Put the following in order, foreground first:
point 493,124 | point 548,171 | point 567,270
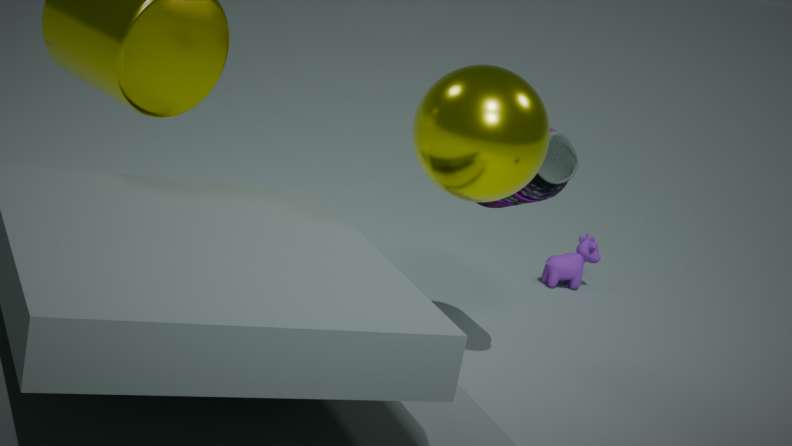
point 493,124
point 548,171
point 567,270
